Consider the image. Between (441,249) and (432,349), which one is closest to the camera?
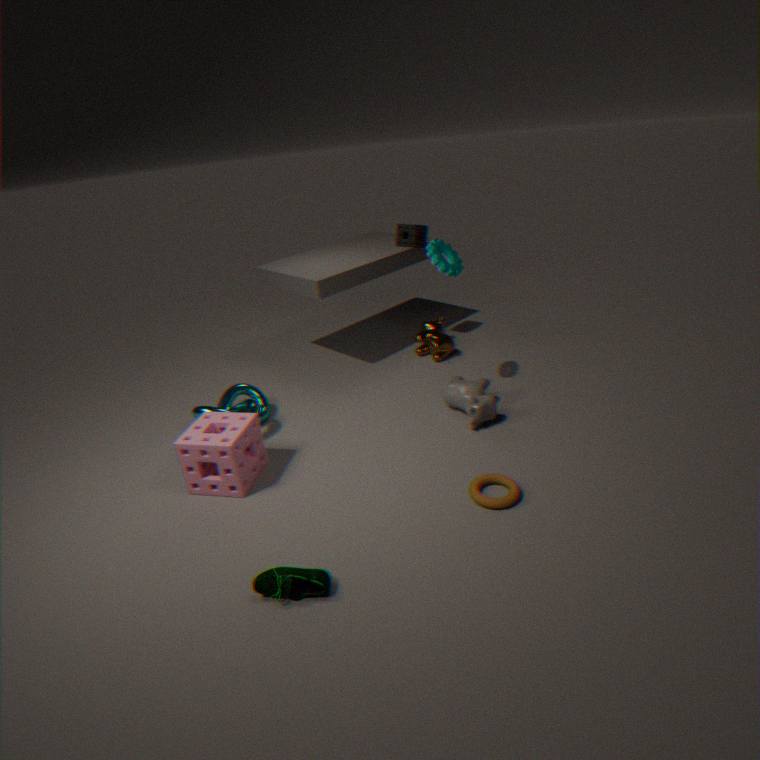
(441,249)
